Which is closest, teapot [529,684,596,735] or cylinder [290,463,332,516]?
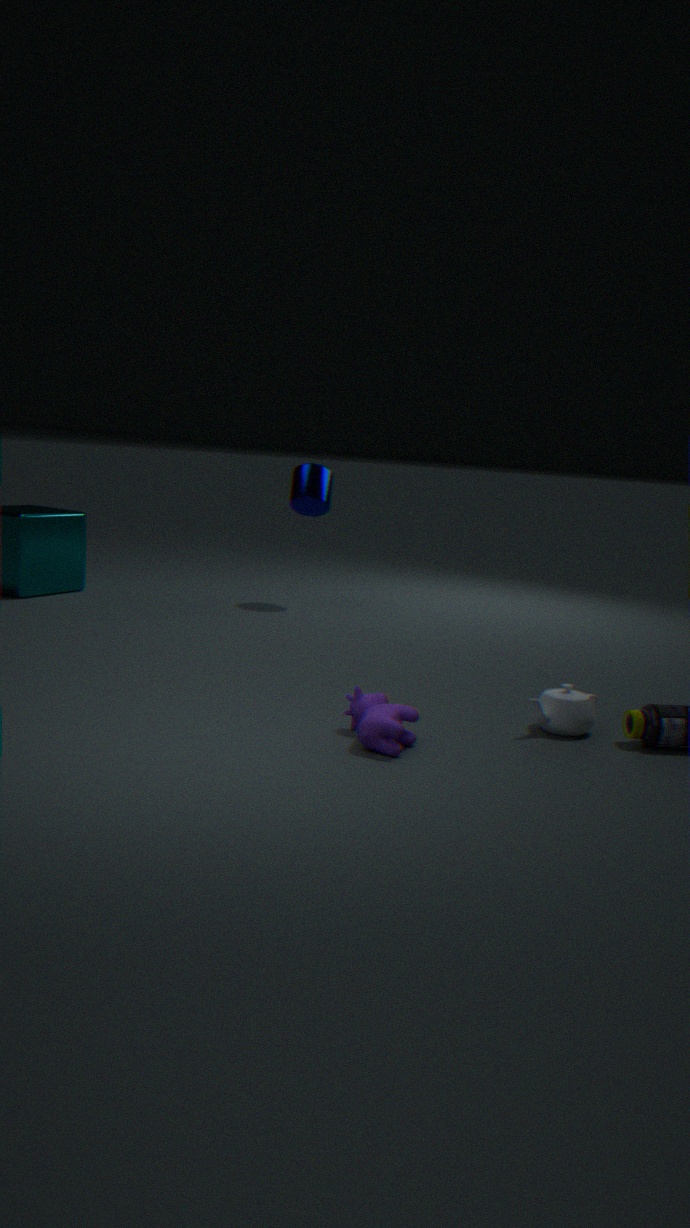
teapot [529,684,596,735]
